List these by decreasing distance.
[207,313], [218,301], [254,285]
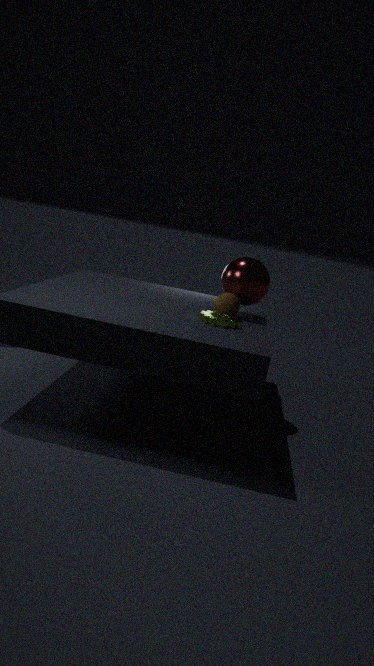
[254,285] → [218,301] → [207,313]
